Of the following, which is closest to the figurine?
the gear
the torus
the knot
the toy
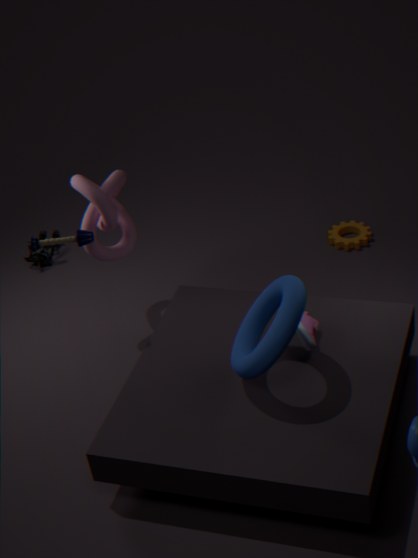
the knot
